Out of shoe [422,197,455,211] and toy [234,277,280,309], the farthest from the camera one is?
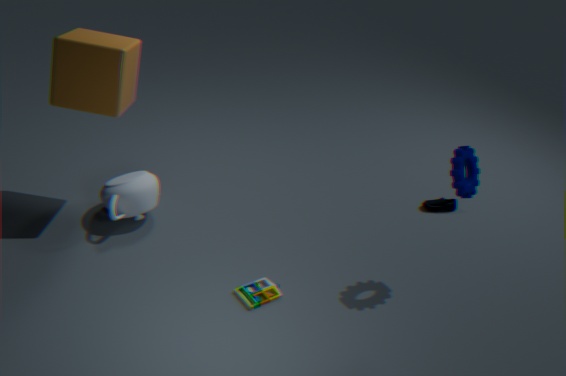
shoe [422,197,455,211]
